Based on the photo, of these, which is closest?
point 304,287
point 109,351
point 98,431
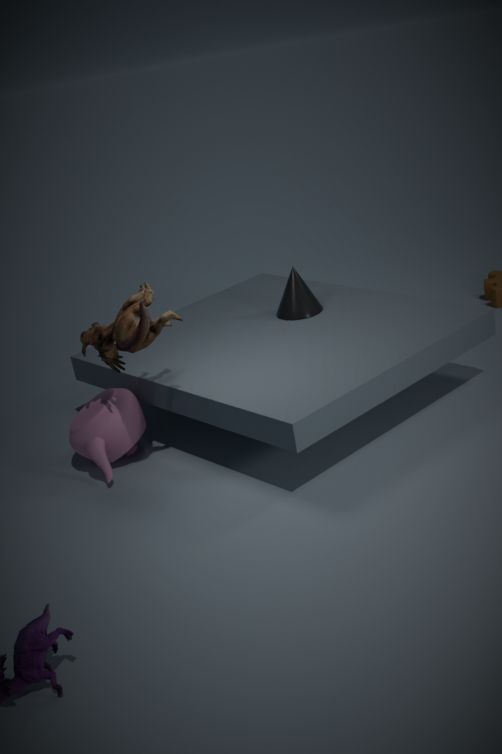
point 109,351
